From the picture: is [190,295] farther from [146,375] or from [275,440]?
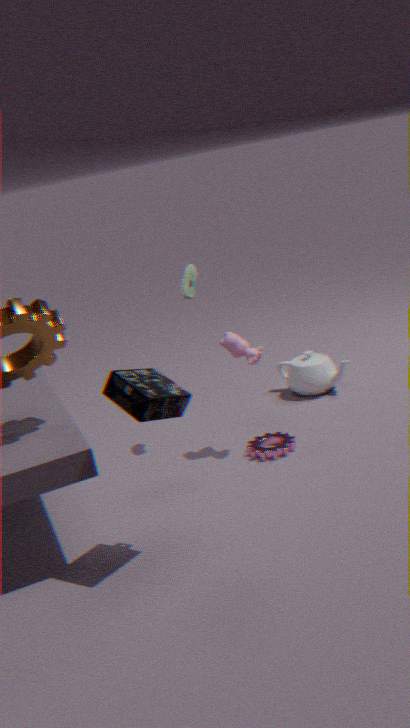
[146,375]
